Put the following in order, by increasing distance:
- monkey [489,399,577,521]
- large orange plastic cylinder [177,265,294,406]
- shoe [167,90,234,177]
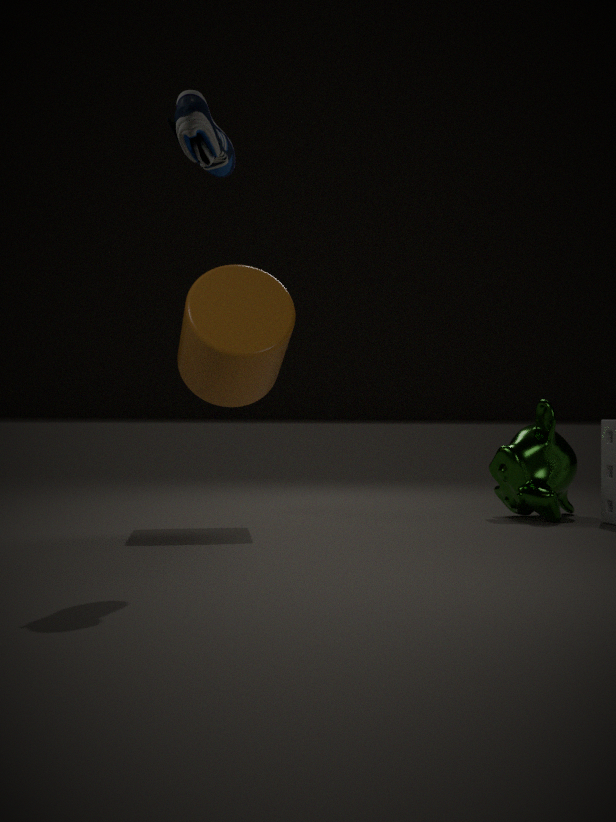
shoe [167,90,234,177], large orange plastic cylinder [177,265,294,406], monkey [489,399,577,521]
